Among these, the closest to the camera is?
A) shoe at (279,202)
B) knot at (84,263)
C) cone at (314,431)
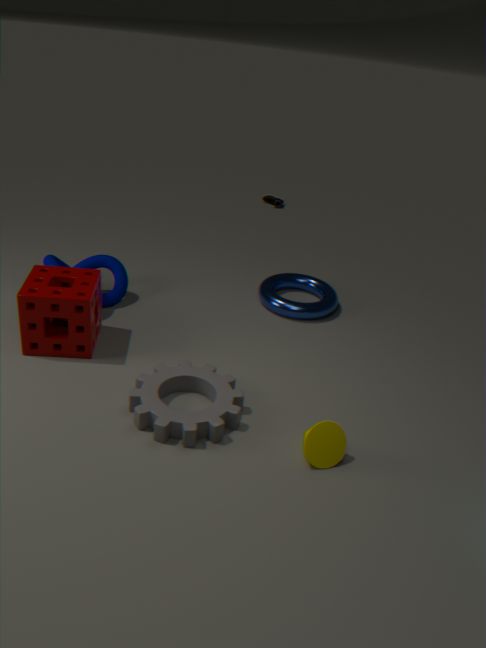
cone at (314,431)
